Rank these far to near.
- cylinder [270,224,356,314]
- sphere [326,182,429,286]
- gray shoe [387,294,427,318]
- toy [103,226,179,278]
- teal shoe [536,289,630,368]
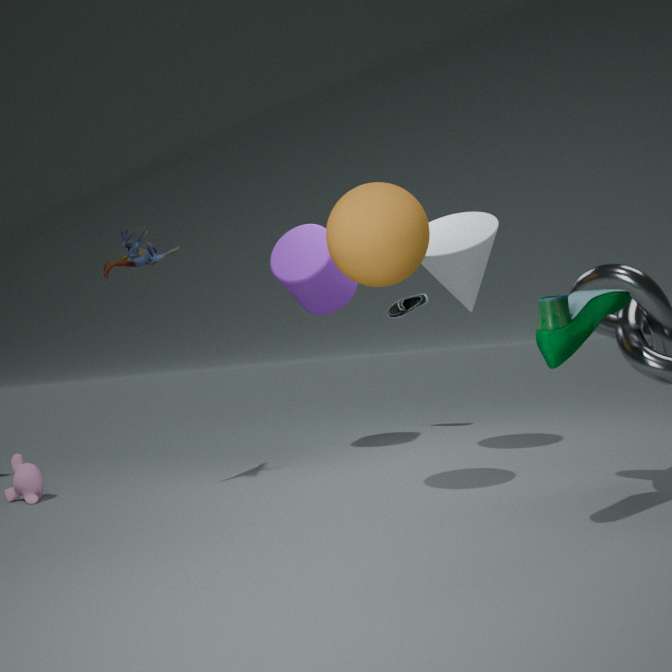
gray shoe [387,294,427,318]
cylinder [270,224,356,314]
toy [103,226,179,278]
sphere [326,182,429,286]
teal shoe [536,289,630,368]
